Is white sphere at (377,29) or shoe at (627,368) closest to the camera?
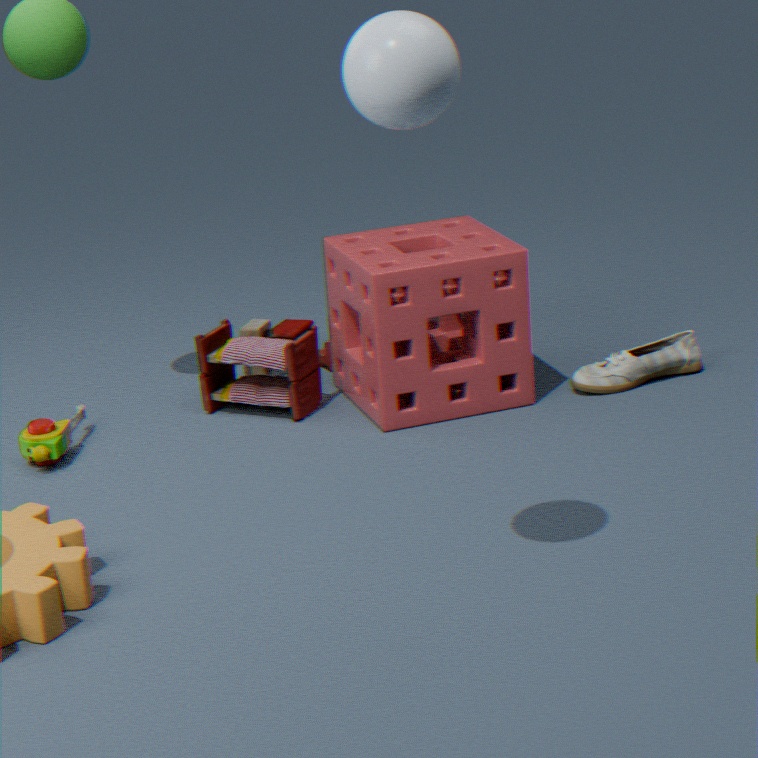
white sphere at (377,29)
